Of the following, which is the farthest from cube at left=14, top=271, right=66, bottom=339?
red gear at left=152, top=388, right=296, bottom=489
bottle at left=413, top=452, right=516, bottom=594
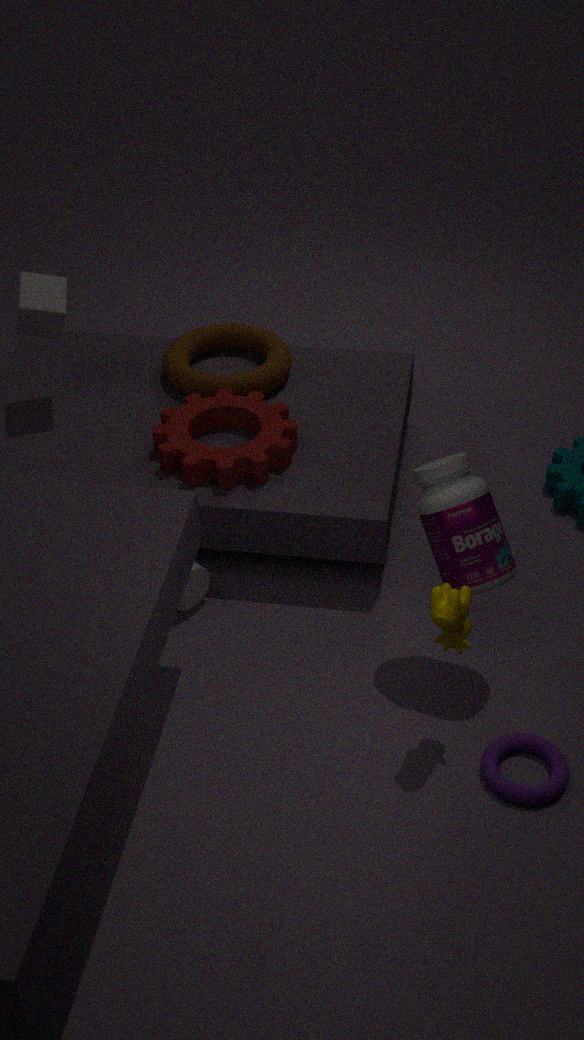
bottle at left=413, top=452, right=516, bottom=594
